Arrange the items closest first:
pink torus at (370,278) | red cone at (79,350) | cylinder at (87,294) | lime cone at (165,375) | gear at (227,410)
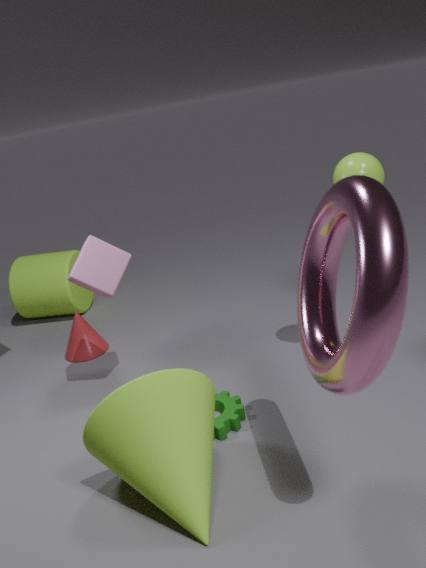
pink torus at (370,278)
lime cone at (165,375)
gear at (227,410)
red cone at (79,350)
cylinder at (87,294)
